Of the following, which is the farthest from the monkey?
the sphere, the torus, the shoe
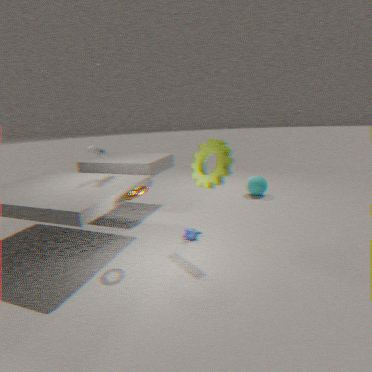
the sphere
